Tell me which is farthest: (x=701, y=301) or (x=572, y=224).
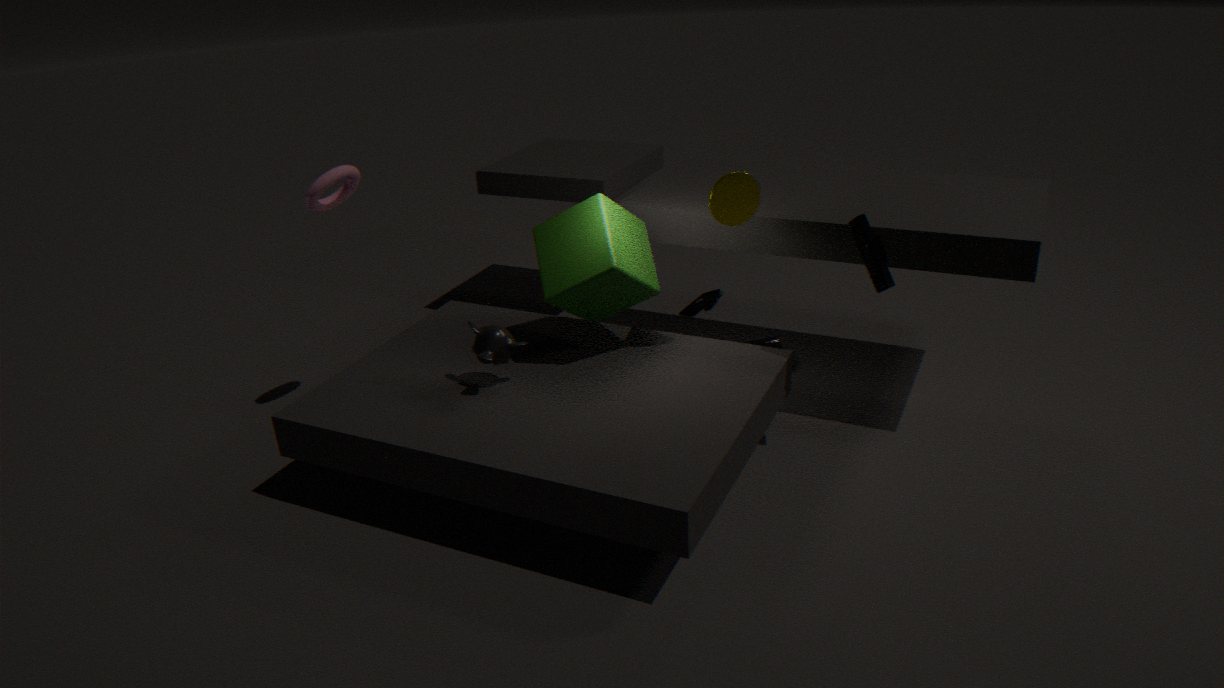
(x=701, y=301)
